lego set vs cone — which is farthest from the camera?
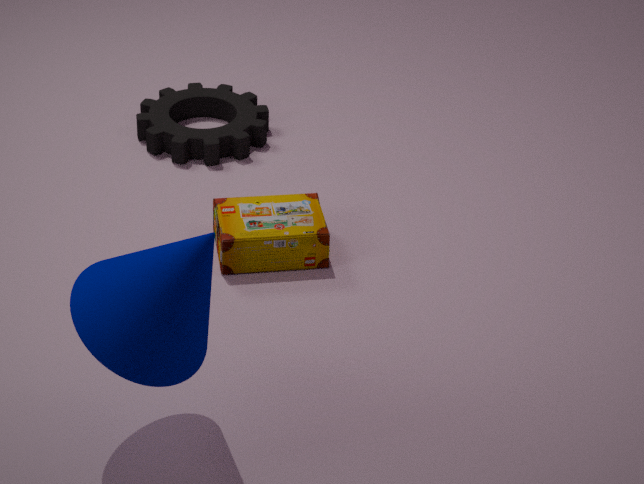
lego set
